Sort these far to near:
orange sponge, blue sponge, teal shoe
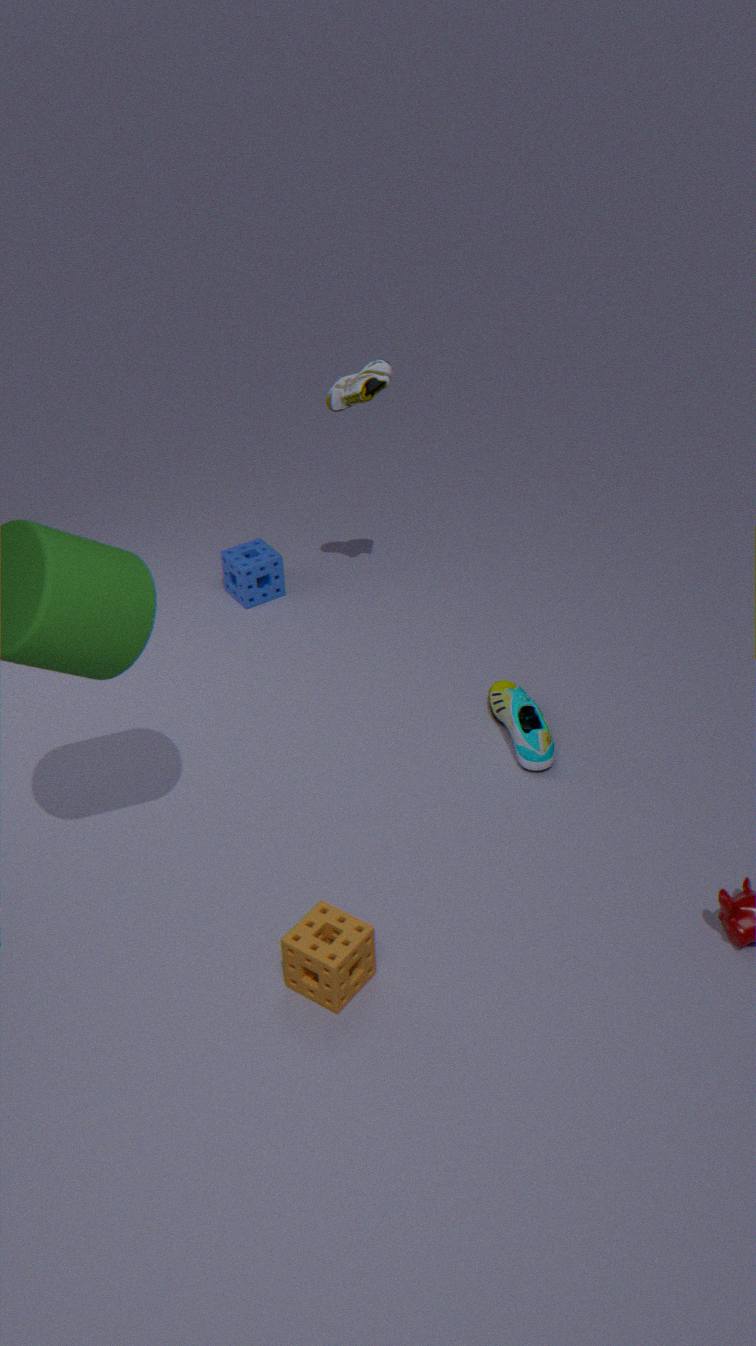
1. blue sponge
2. teal shoe
3. orange sponge
